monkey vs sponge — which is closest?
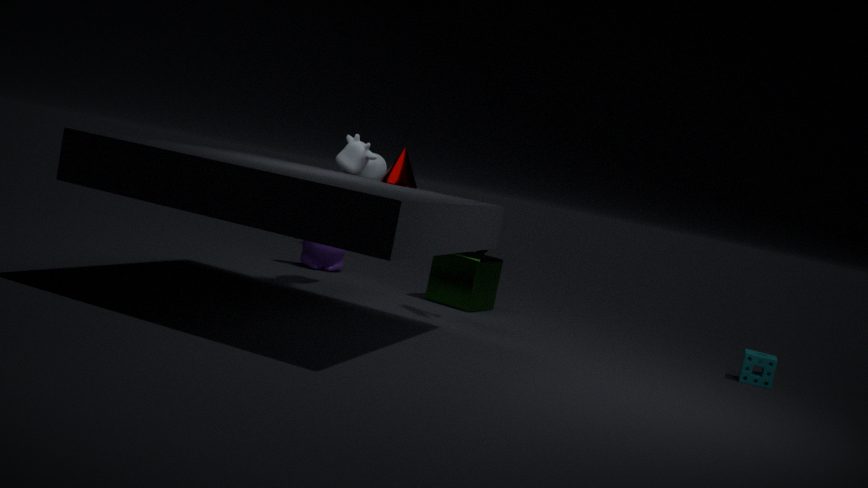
sponge
